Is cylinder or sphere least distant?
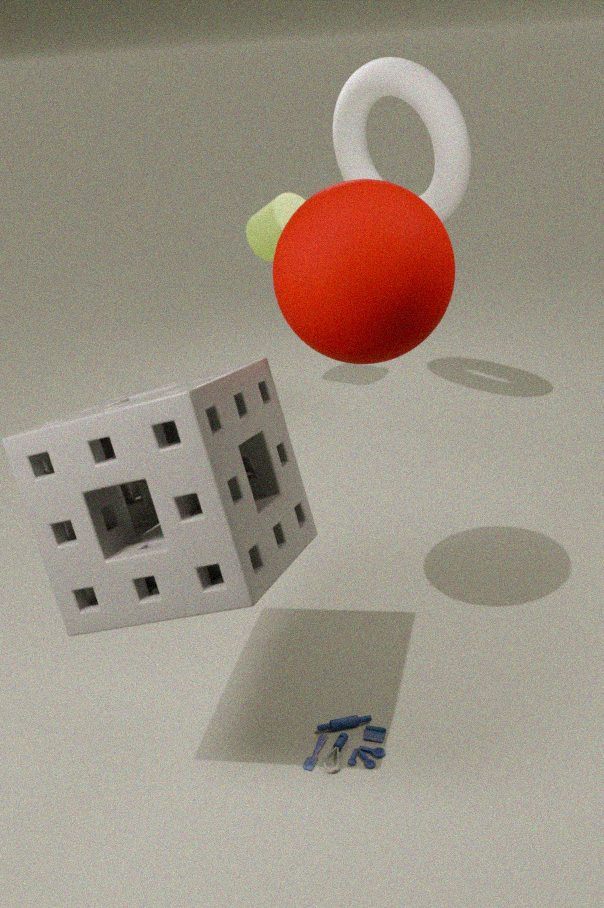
sphere
